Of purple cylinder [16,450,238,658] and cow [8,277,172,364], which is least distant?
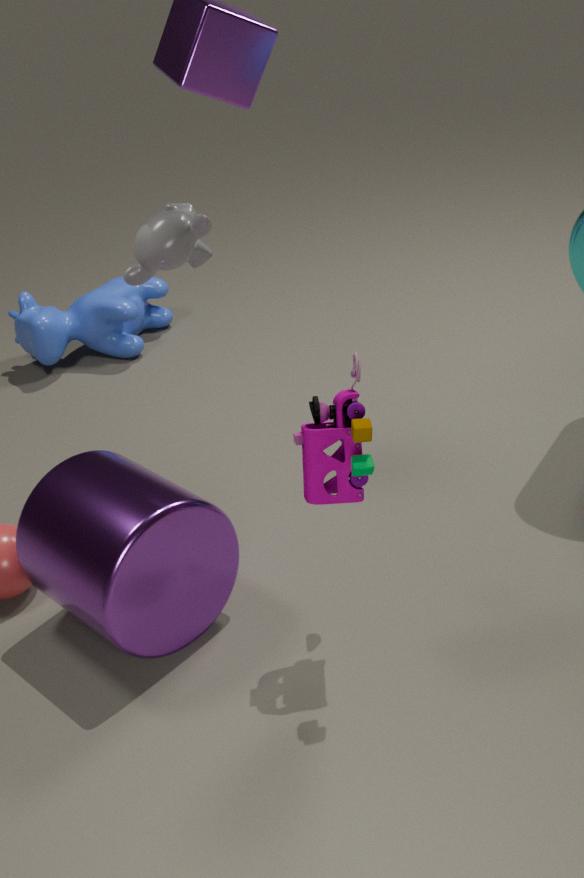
purple cylinder [16,450,238,658]
